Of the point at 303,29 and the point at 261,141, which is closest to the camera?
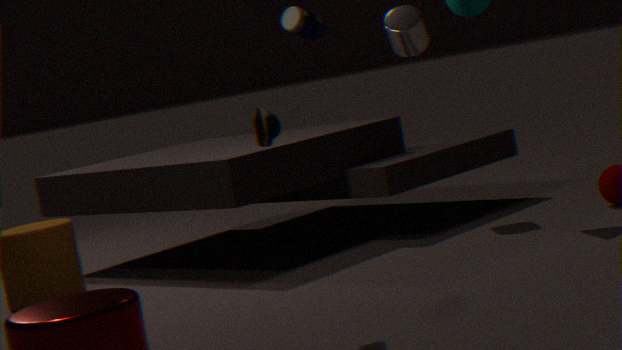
the point at 261,141
